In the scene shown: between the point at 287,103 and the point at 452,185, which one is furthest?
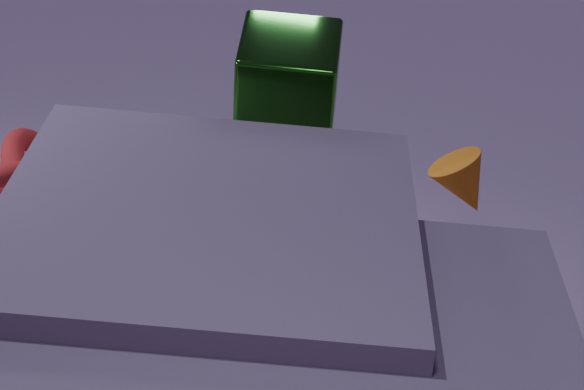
the point at 452,185
